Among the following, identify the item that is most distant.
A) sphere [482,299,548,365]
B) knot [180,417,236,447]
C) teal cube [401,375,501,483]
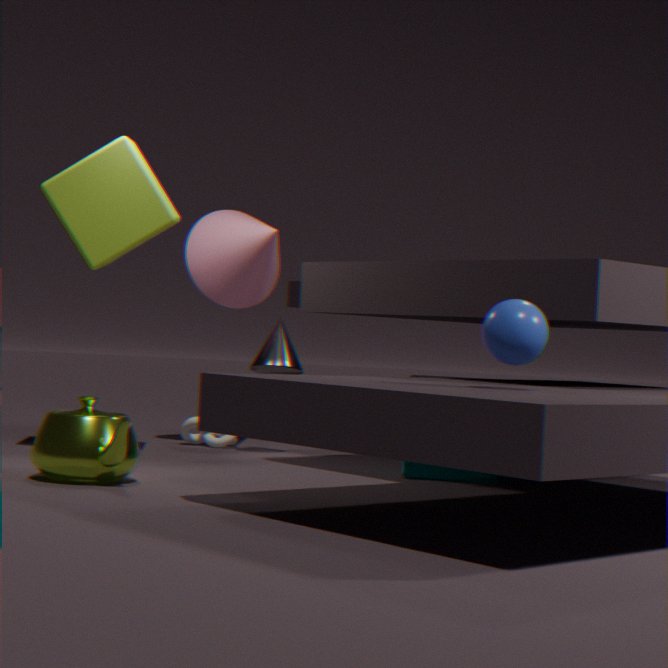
knot [180,417,236,447]
